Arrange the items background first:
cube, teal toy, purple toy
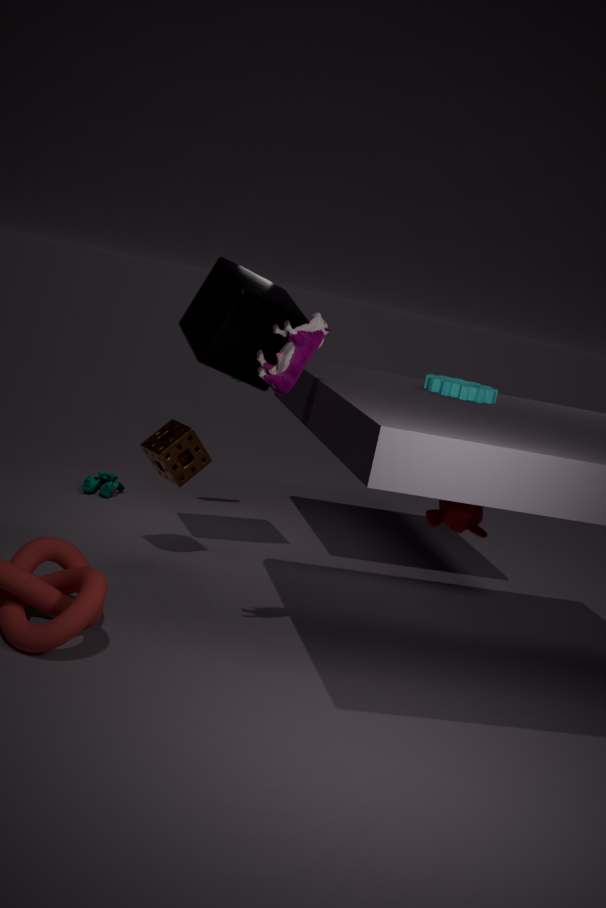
teal toy, cube, purple toy
